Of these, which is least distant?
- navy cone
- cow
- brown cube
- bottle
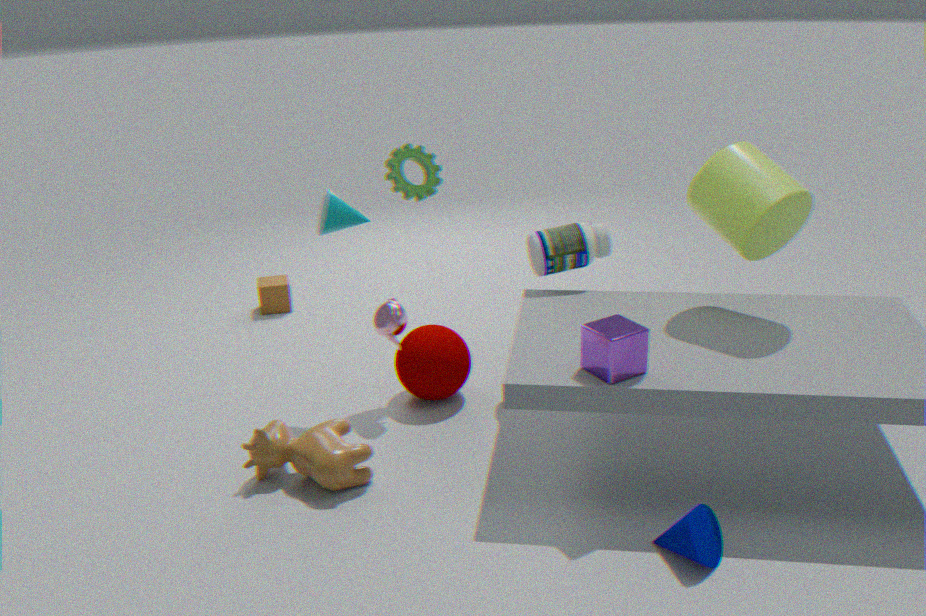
navy cone
